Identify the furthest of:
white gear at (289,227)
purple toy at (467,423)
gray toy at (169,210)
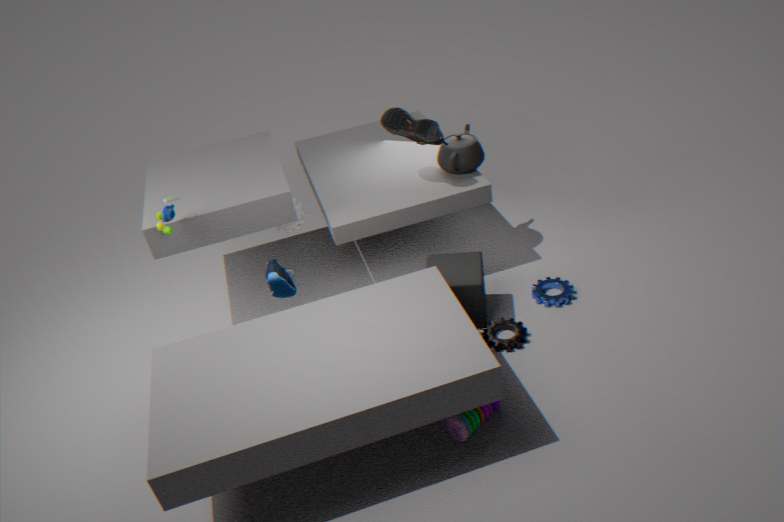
white gear at (289,227)
